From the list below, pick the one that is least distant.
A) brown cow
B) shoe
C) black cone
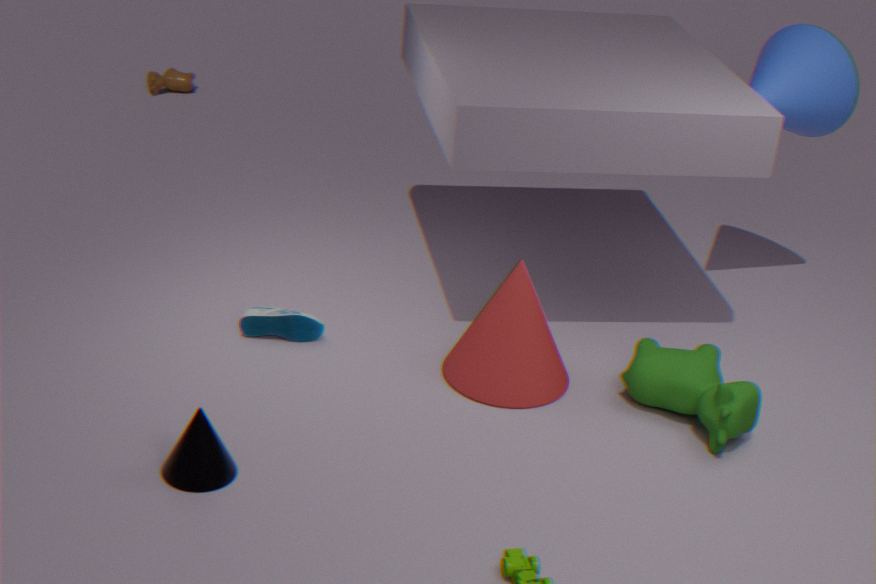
black cone
